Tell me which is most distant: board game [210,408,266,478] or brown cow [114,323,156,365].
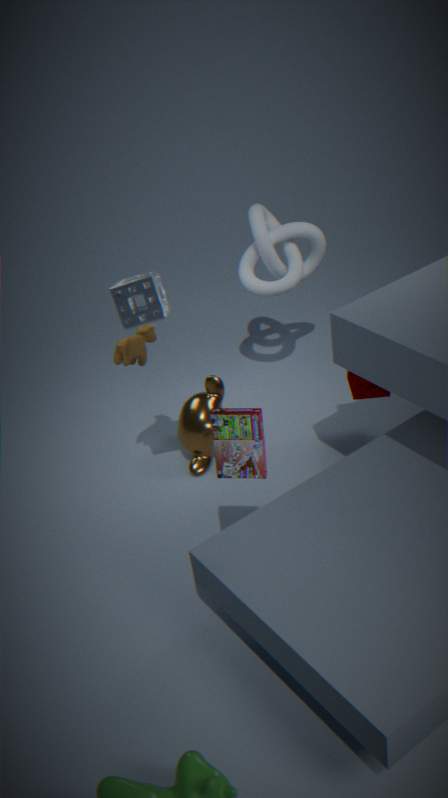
brown cow [114,323,156,365]
